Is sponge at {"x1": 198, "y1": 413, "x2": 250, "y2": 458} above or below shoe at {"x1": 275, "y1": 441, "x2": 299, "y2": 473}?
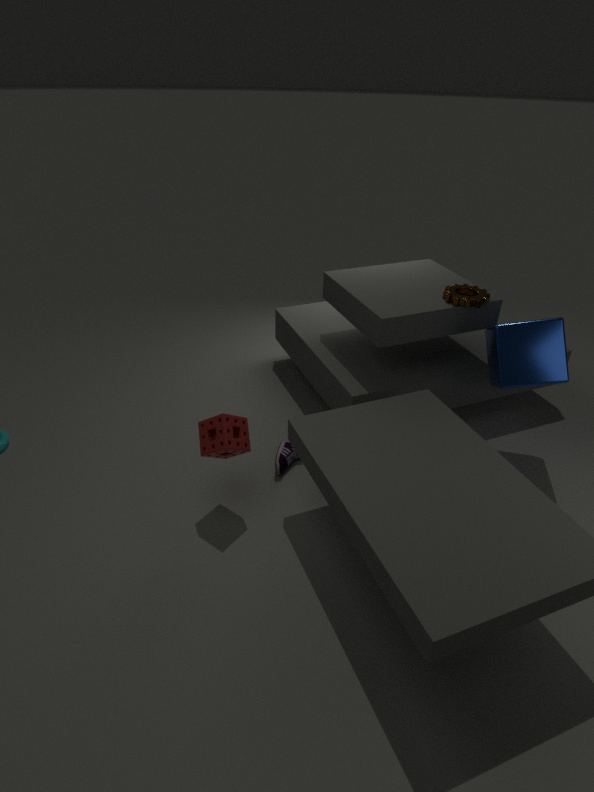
above
